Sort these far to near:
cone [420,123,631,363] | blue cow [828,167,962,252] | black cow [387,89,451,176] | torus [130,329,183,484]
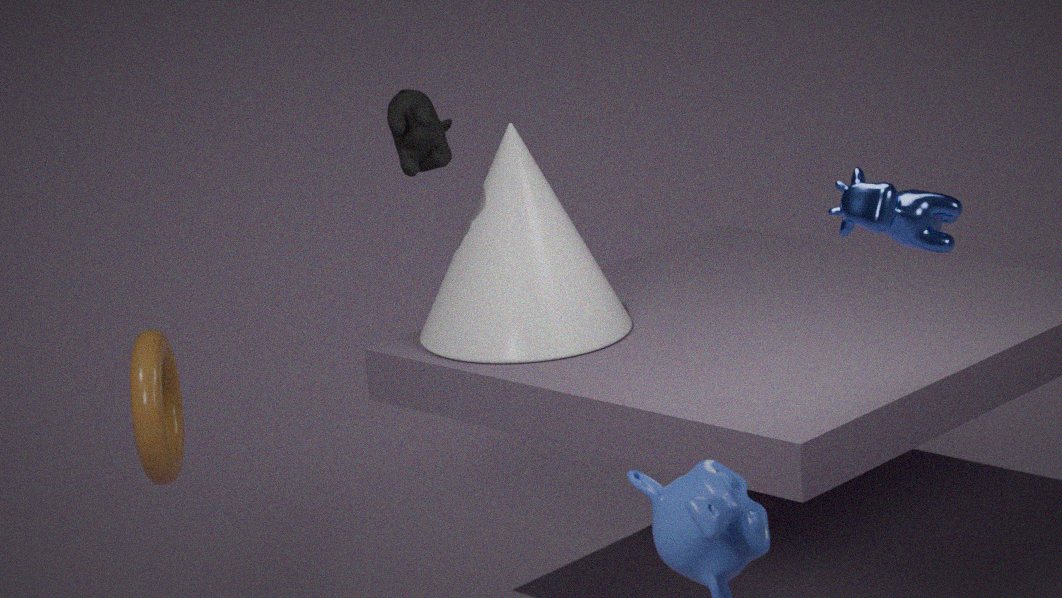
cone [420,123,631,363]
black cow [387,89,451,176]
blue cow [828,167,962,252]
torus [130,329,183,484]
